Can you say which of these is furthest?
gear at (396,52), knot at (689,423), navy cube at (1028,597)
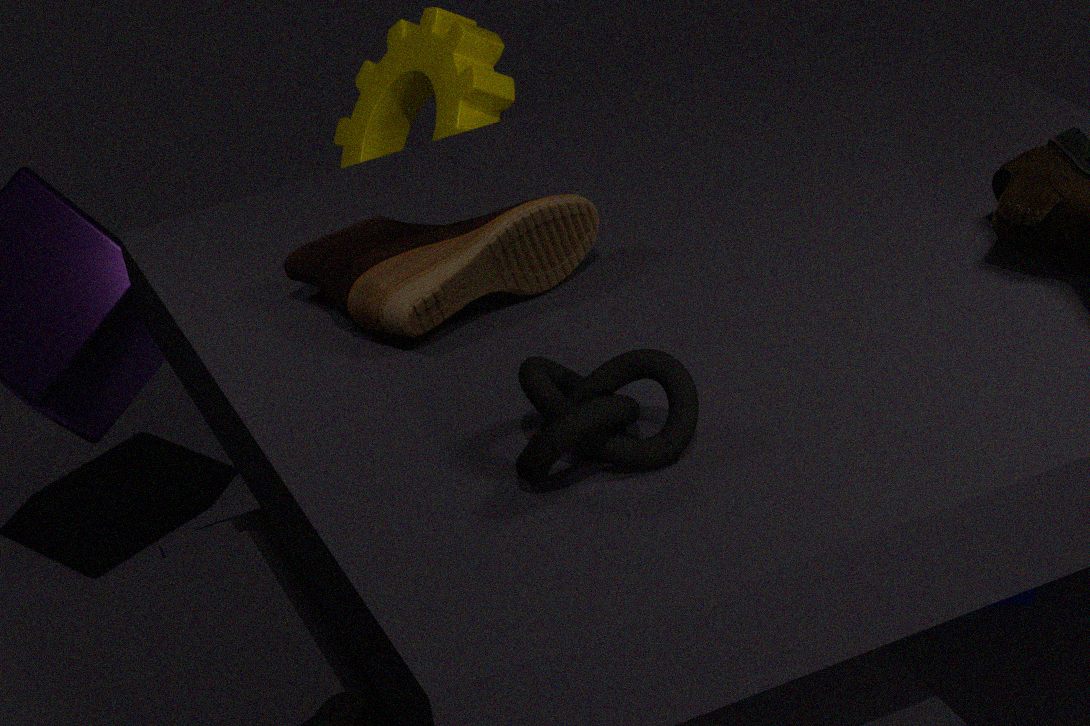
gear at (396,52)
